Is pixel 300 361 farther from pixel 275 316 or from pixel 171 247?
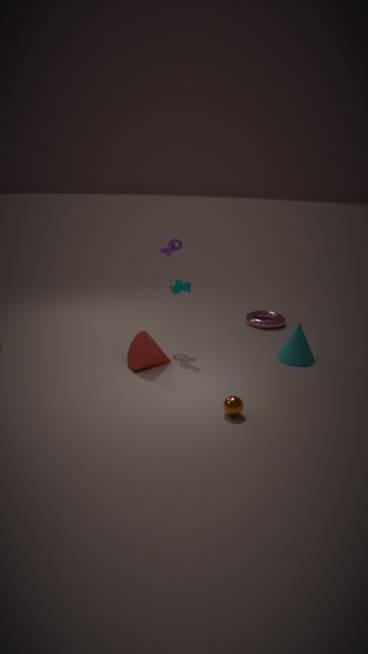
pixel 171 247
